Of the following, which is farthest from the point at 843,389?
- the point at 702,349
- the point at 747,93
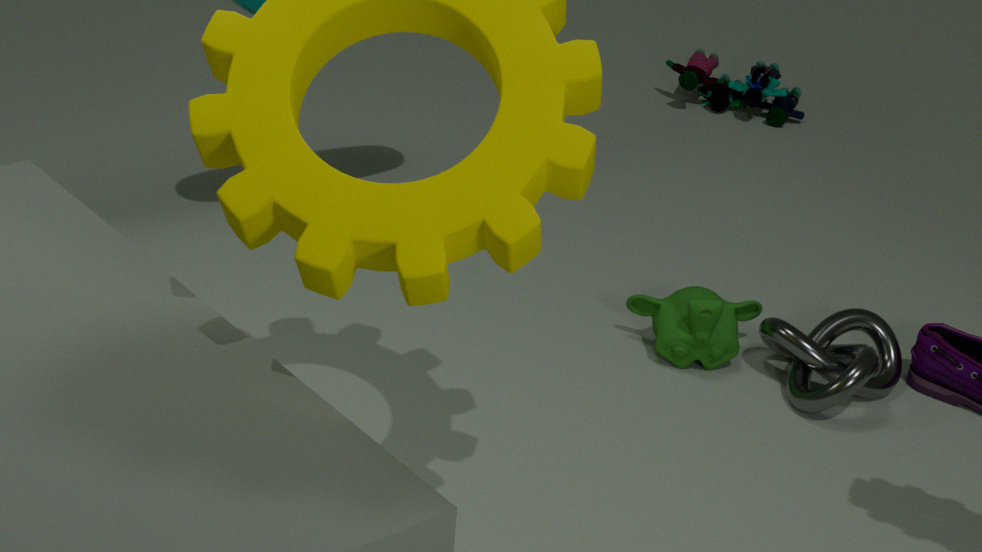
the point at 747,93
